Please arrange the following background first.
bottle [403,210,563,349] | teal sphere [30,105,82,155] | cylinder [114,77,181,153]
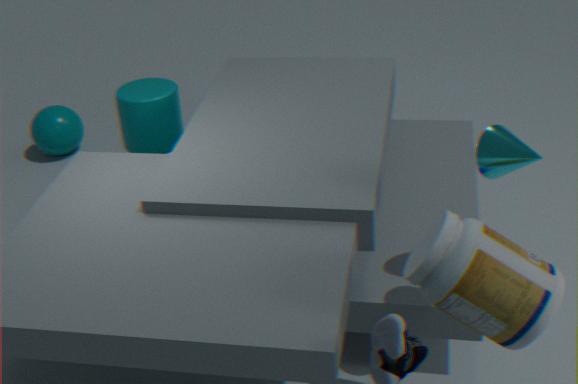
teal sphere [30,105,82,155] < cylinder [114,77,181,153] < bottle [403,210,563,349]
